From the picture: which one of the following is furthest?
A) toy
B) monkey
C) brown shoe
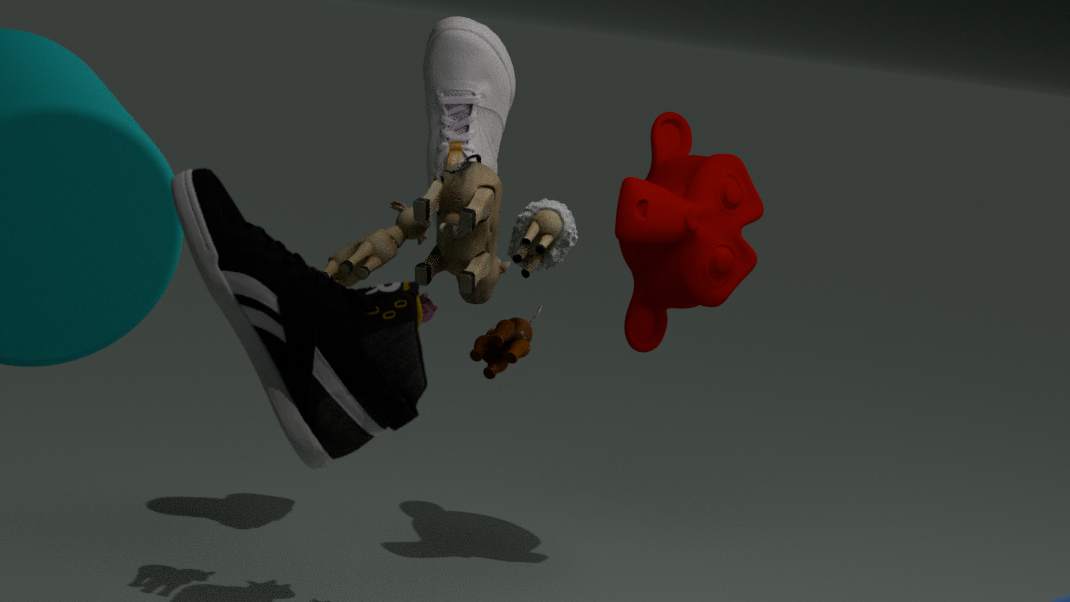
monkey
